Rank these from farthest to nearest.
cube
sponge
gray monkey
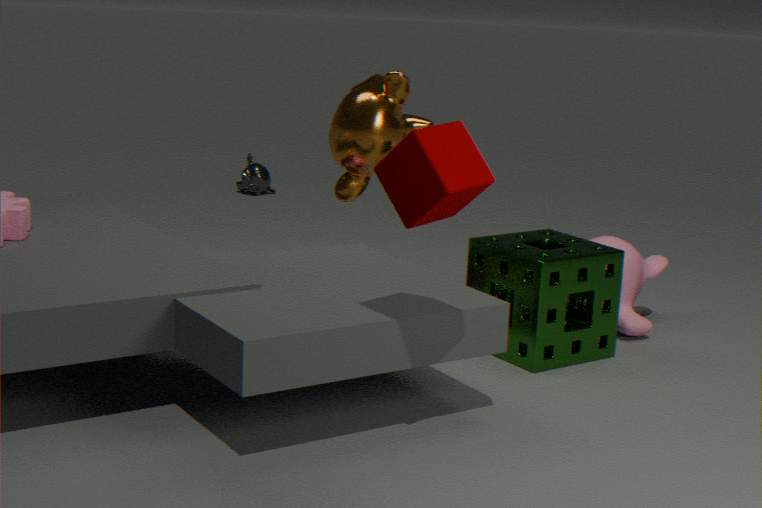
gray monkey → sponge → cube
